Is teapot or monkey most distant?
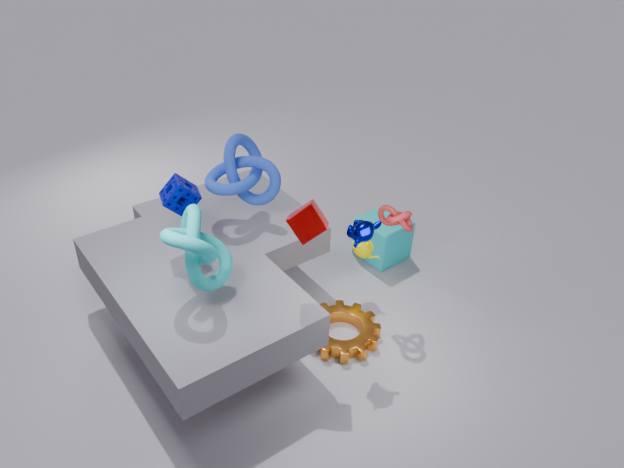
teapot
